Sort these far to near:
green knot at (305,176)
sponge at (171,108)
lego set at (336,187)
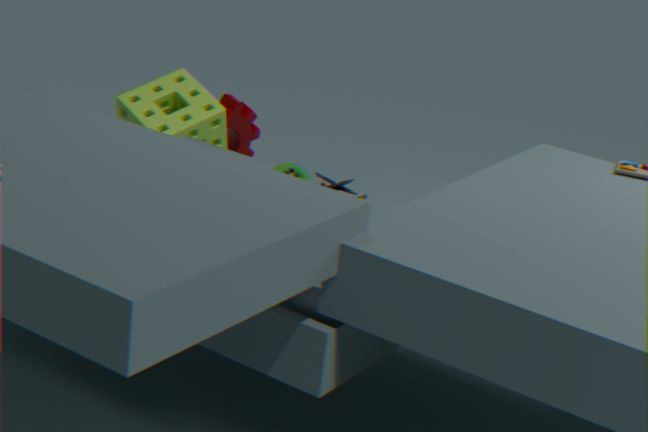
sponge at (171,108)
green knot at (305,176)
lego set at (336,187)
